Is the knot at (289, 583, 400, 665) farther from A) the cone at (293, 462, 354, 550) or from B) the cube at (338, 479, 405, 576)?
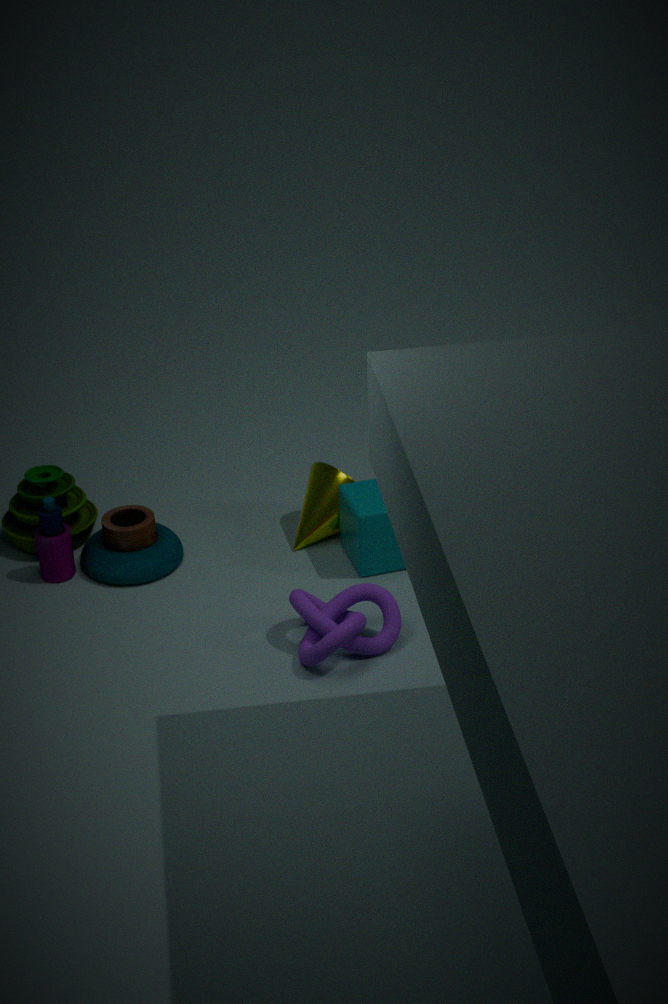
A) the cone at (293, 462, 354, 550)
